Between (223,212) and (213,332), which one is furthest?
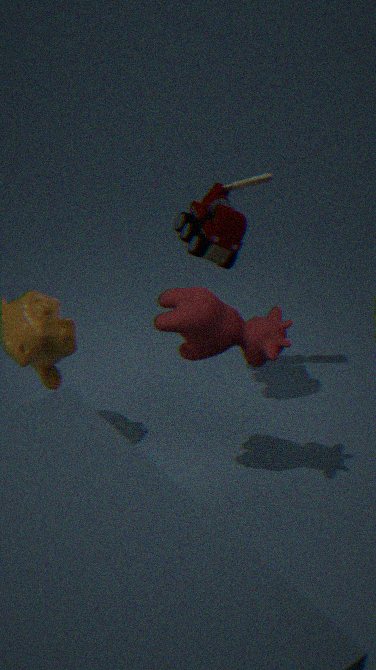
(223,212)
